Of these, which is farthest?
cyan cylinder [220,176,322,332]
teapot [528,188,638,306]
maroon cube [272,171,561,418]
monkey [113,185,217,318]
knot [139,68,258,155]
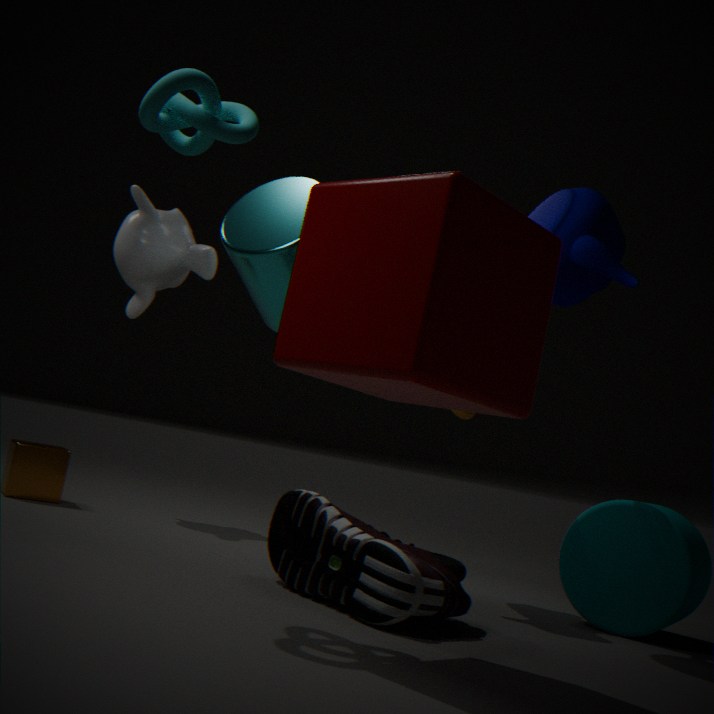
monkey [113,185,217,318]
